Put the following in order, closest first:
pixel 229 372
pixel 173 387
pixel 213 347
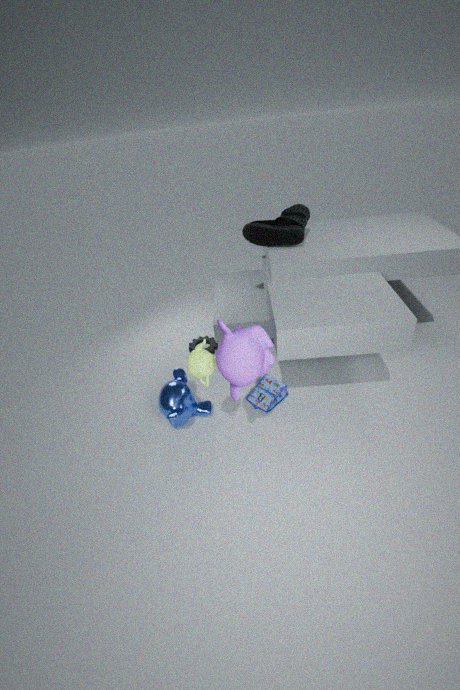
pixel 229 372
pixel 173 387
pixel 213 347
